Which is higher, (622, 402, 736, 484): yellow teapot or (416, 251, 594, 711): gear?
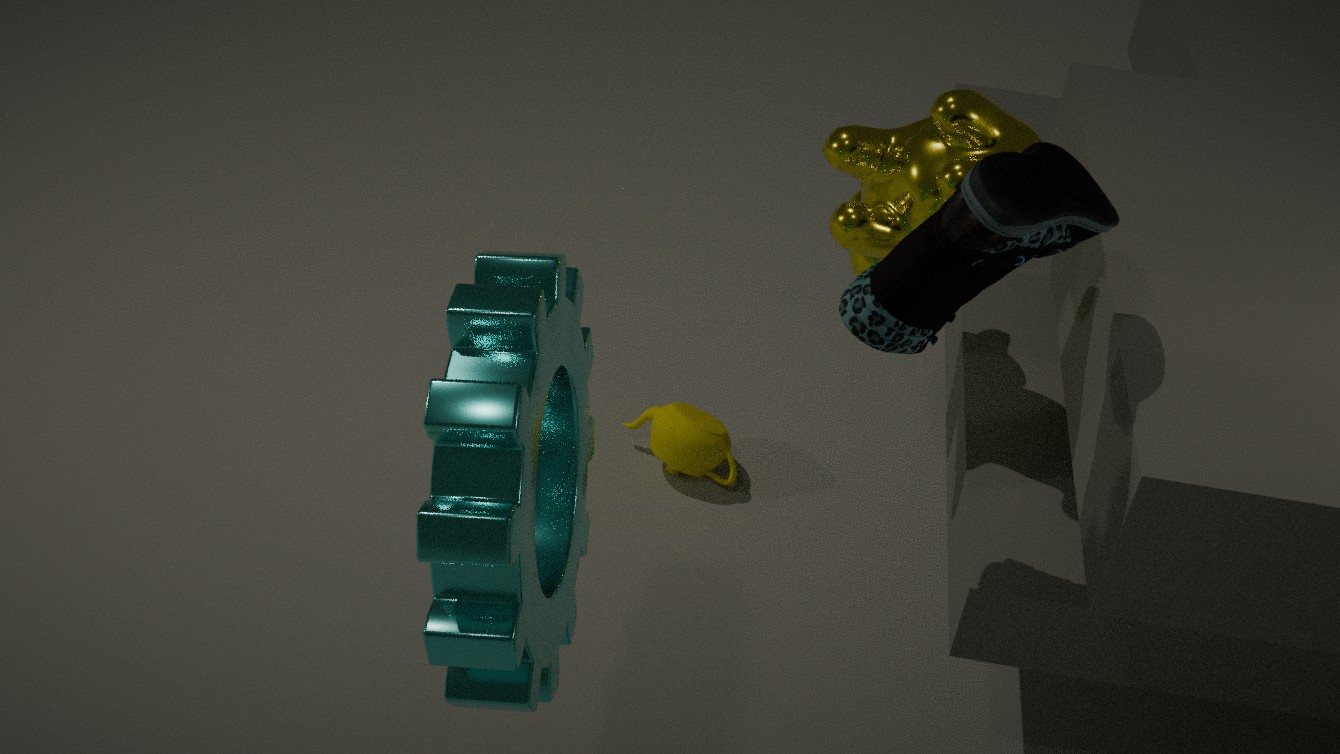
(416, 251, 594, 711): gear
